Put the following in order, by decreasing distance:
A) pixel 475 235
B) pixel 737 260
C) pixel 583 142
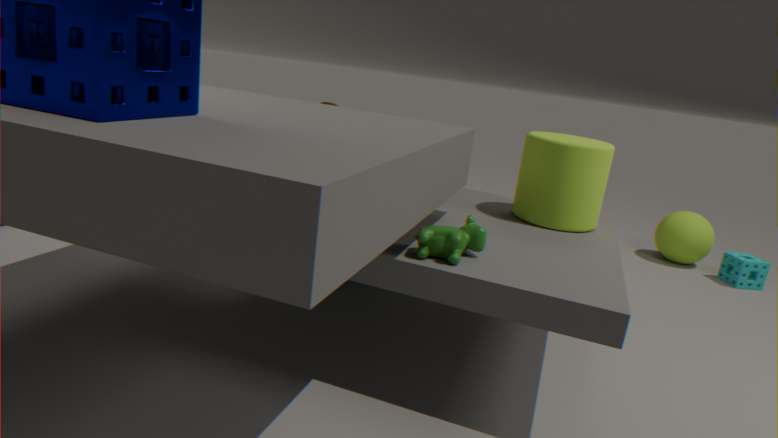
1. pixel 737 260
2. pixel 583 142
3. pixel 475 235
